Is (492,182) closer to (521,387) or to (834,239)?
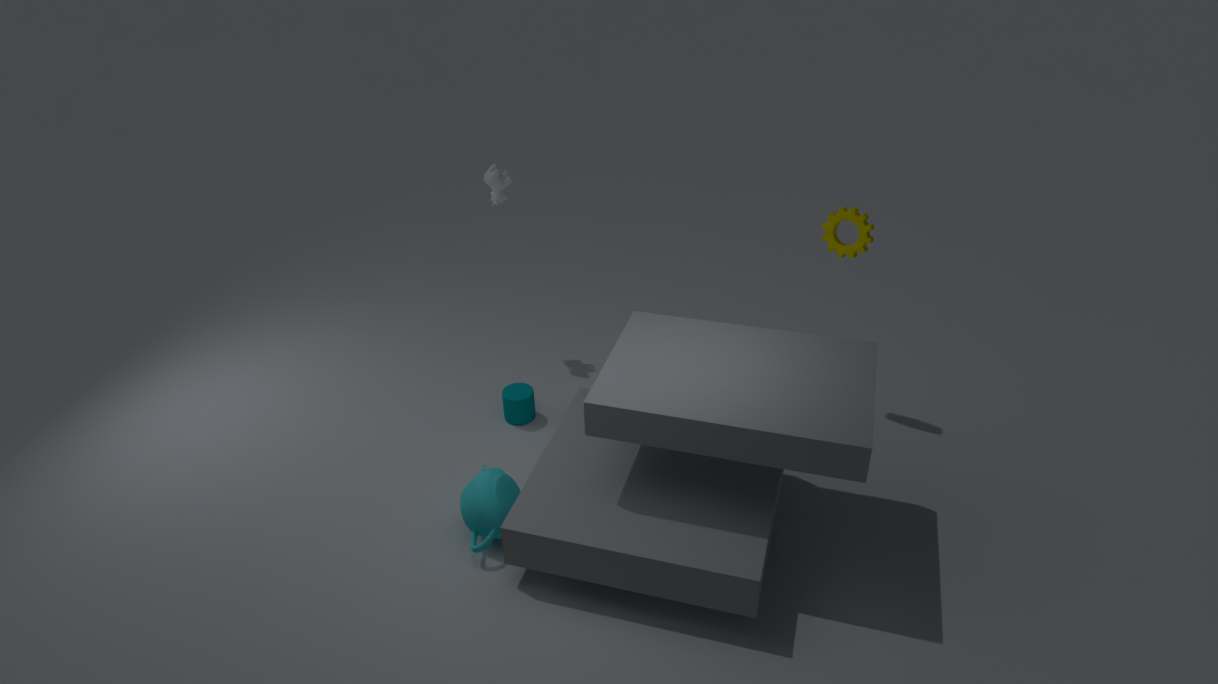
(521,387)
